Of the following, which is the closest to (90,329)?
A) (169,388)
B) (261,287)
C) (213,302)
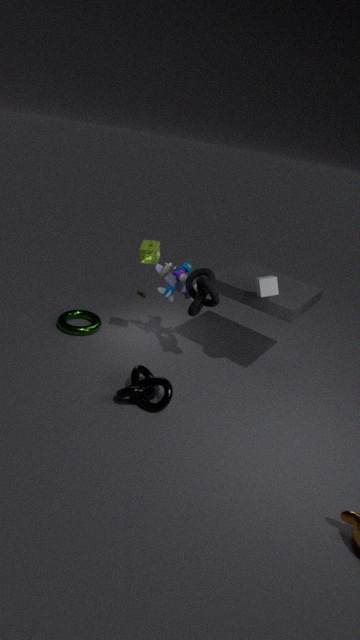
(169,388)
